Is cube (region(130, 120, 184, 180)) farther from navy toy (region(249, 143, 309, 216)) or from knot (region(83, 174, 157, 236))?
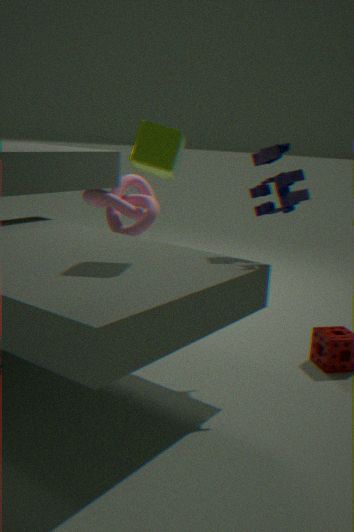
knot (region(83, 174, 157, 236))
